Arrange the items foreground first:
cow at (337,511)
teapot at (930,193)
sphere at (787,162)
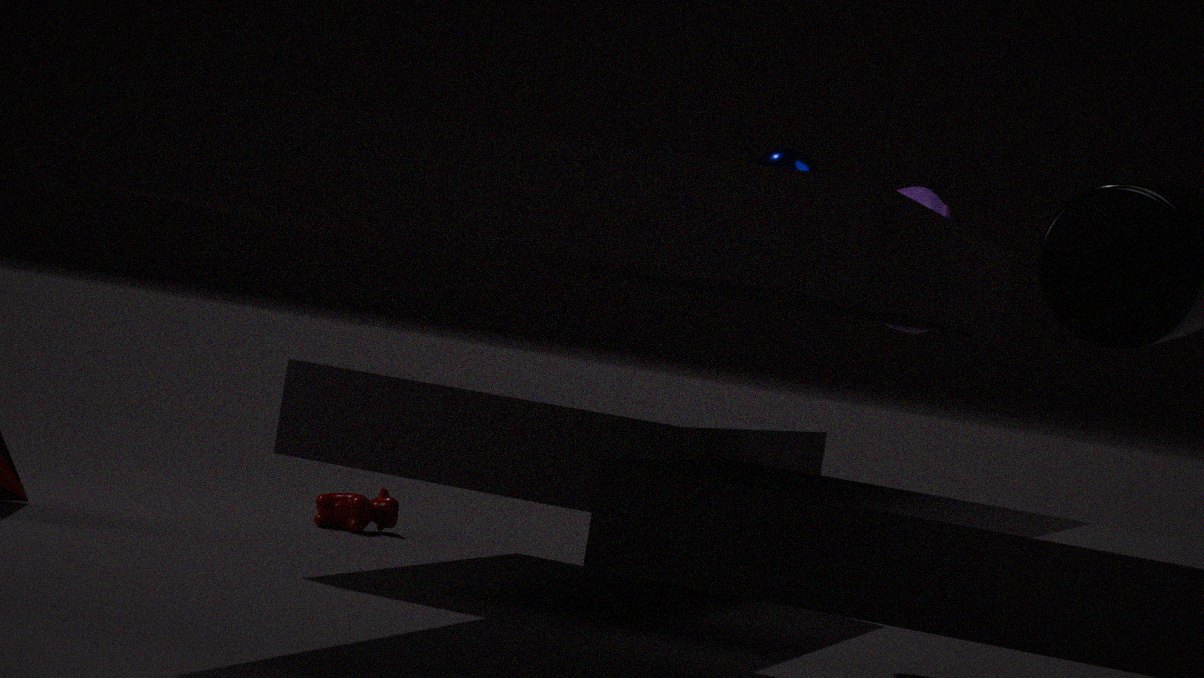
teapot at (930,193) < sphere at (787,162) < cow at (337,511)
